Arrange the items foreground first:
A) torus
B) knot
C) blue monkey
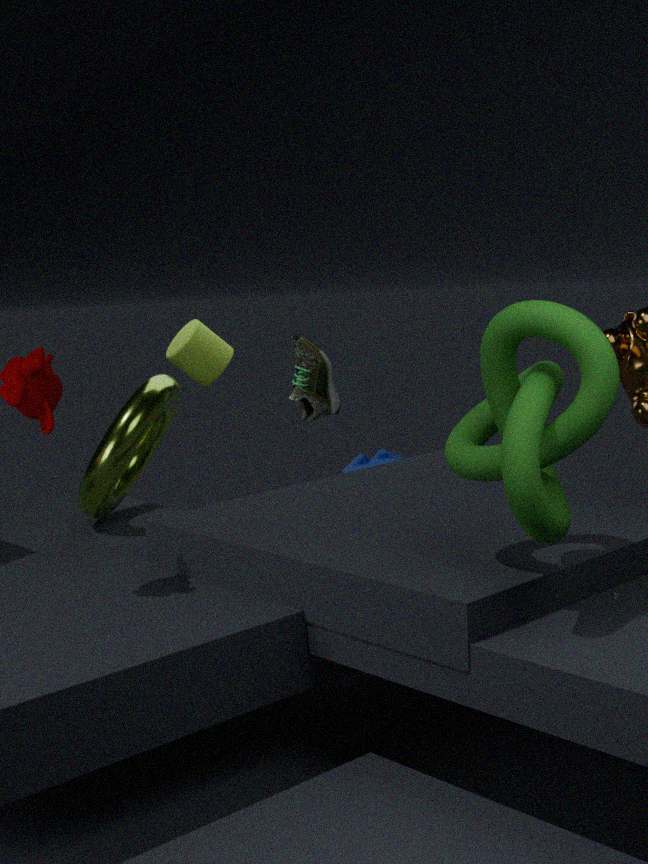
knot < torus < blue monkey
